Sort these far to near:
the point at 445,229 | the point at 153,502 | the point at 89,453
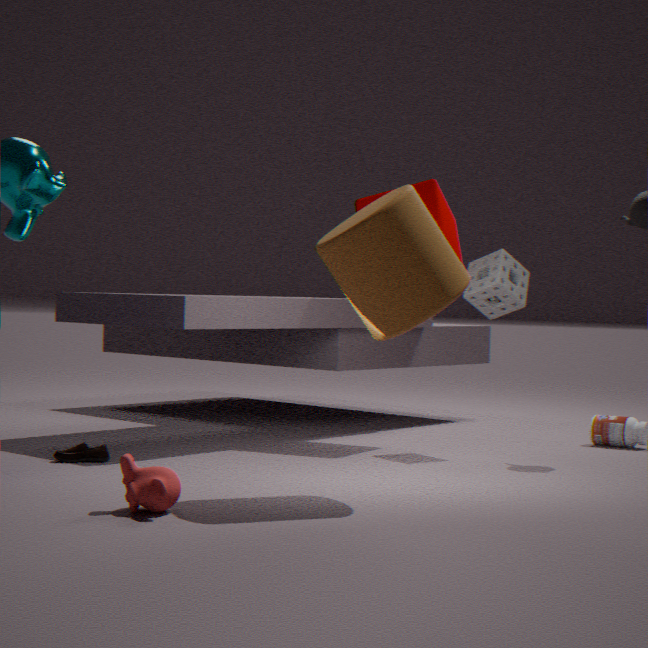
the point at 445,229 < the point at 89,453 < the point at 153,502
